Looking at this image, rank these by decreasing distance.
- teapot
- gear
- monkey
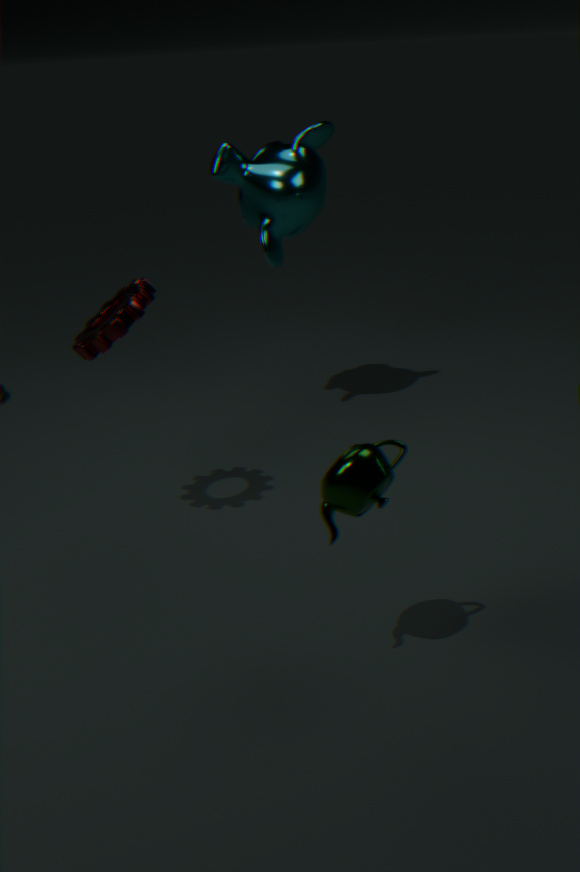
monkey, gear, teapot
